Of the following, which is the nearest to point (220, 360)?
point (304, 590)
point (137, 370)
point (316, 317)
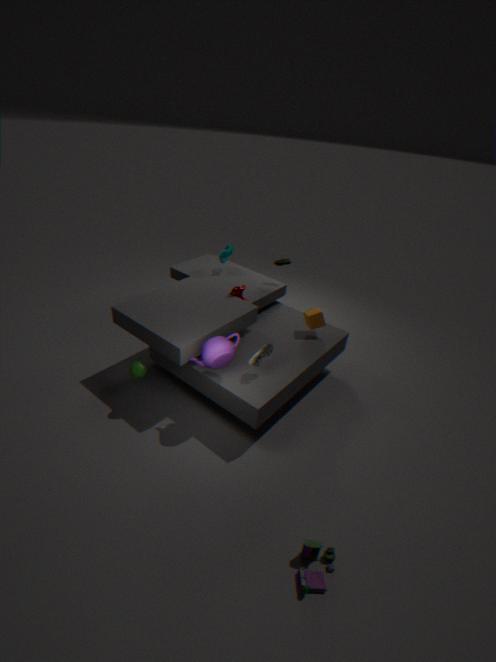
point (137, 370)
